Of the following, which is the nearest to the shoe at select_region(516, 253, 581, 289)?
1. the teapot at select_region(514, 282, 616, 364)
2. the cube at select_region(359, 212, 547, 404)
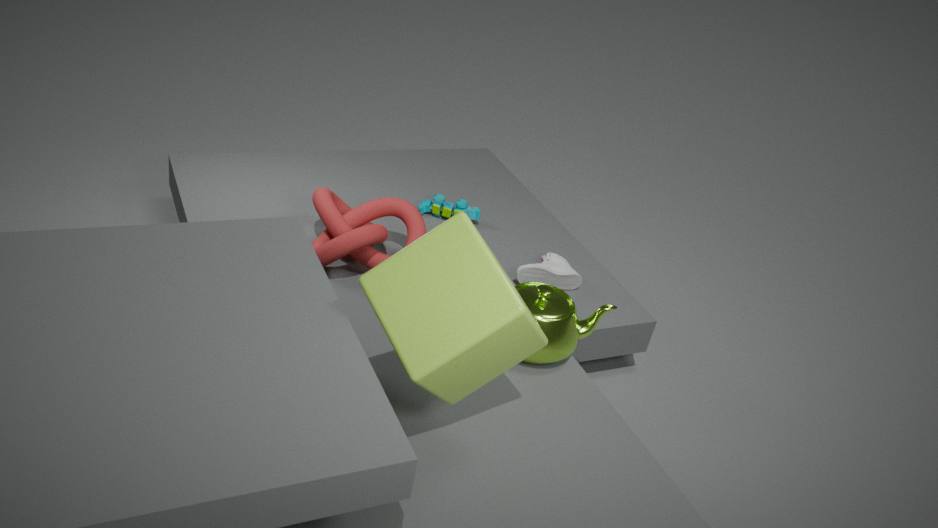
the teapot at select_region(514, 282, 616, 364)
